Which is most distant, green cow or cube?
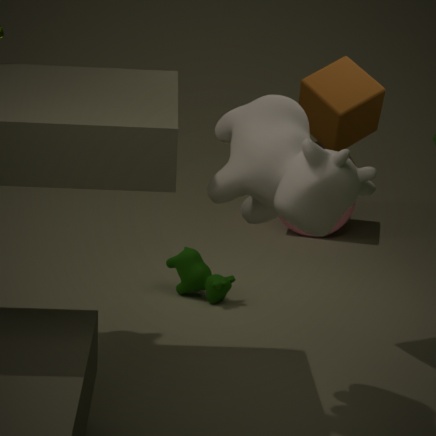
green cow
